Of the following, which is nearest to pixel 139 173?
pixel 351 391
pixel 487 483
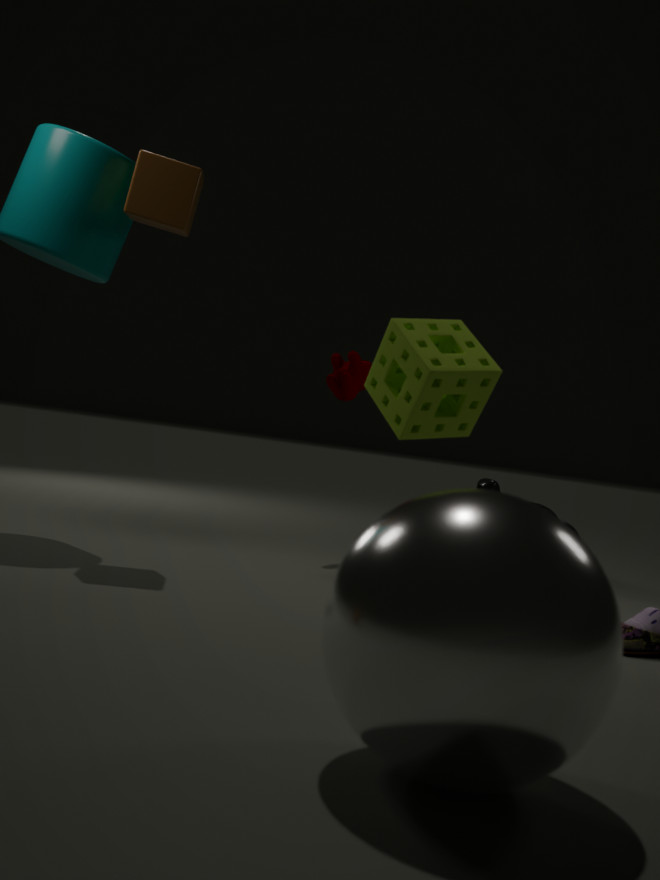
pixel 351 391
